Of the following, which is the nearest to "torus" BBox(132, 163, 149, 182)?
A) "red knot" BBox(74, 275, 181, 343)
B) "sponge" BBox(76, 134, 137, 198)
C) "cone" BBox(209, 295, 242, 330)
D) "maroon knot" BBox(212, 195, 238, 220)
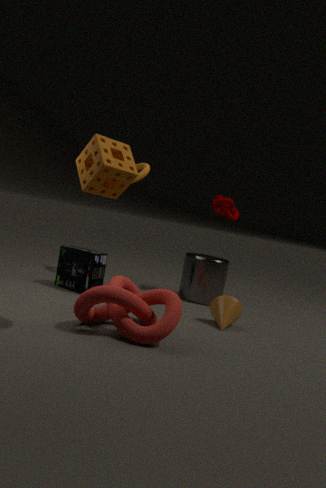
"maroon knot" BBox(212, 195, 238, 220)
